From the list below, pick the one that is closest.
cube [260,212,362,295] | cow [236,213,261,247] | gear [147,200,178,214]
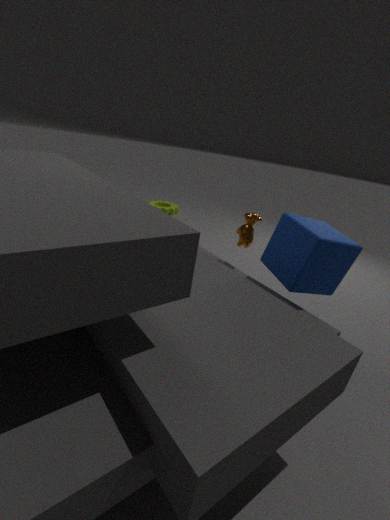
cube [260,212,362,295]
